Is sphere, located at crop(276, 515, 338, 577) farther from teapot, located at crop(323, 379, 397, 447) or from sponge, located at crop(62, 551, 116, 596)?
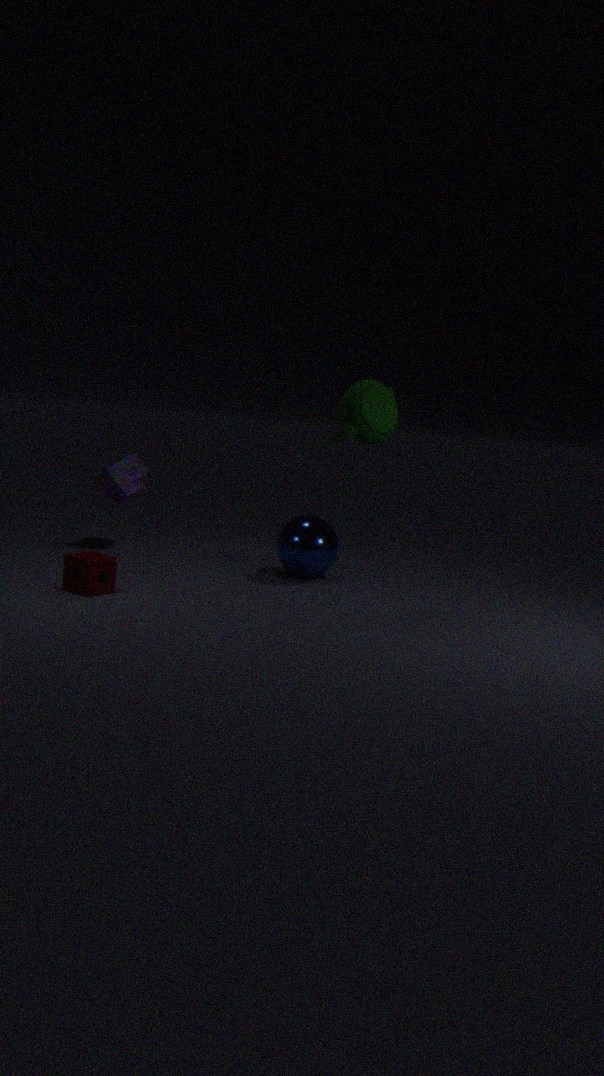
sponge, located at crop(62, 551, 116, 596)
